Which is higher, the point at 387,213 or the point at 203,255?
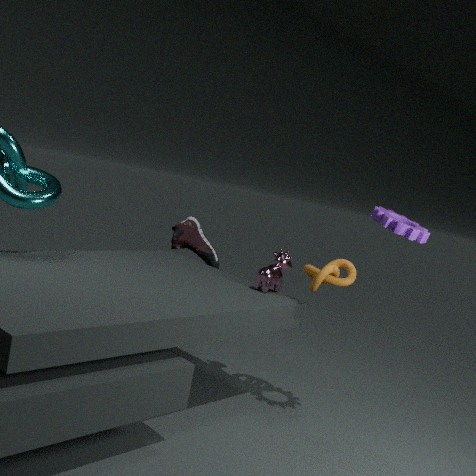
the point at 387,213
